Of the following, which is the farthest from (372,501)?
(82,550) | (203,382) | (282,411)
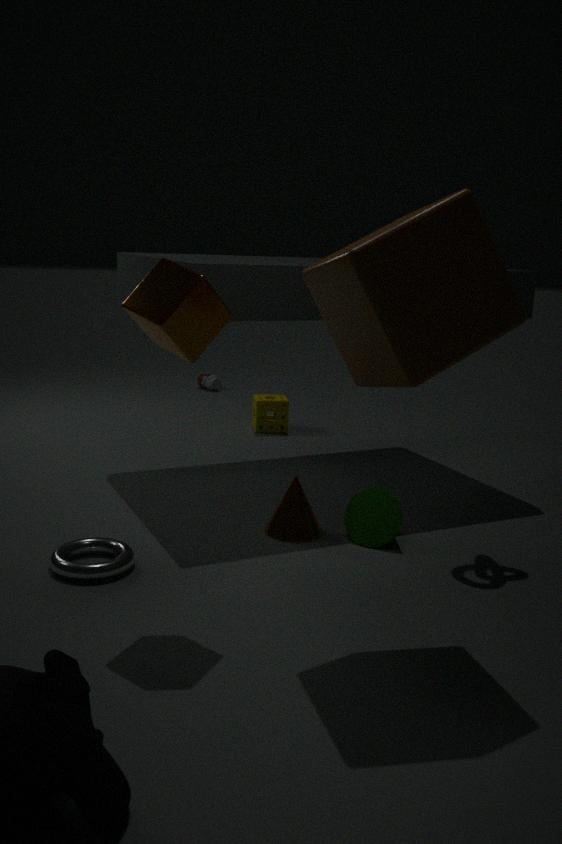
(203,382)
